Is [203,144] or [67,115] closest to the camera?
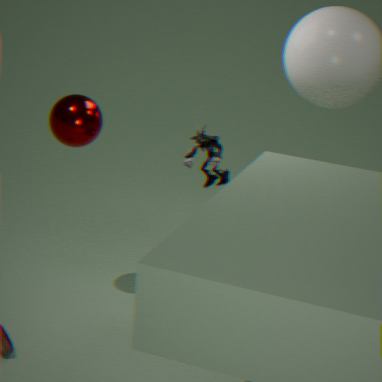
[67,115]
